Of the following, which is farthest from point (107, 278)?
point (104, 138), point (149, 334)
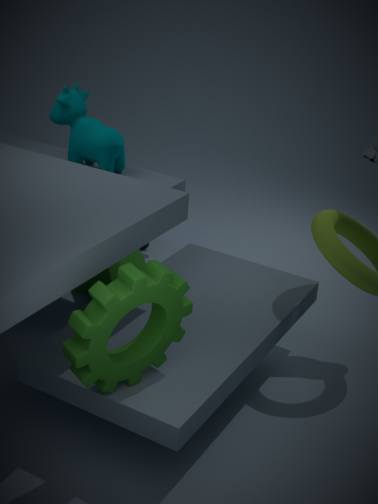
point (149, 334)
